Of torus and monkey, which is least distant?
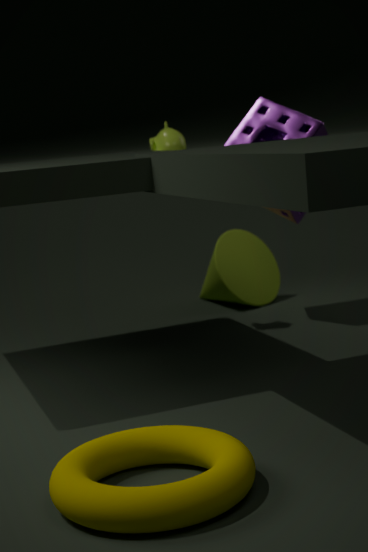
torus
